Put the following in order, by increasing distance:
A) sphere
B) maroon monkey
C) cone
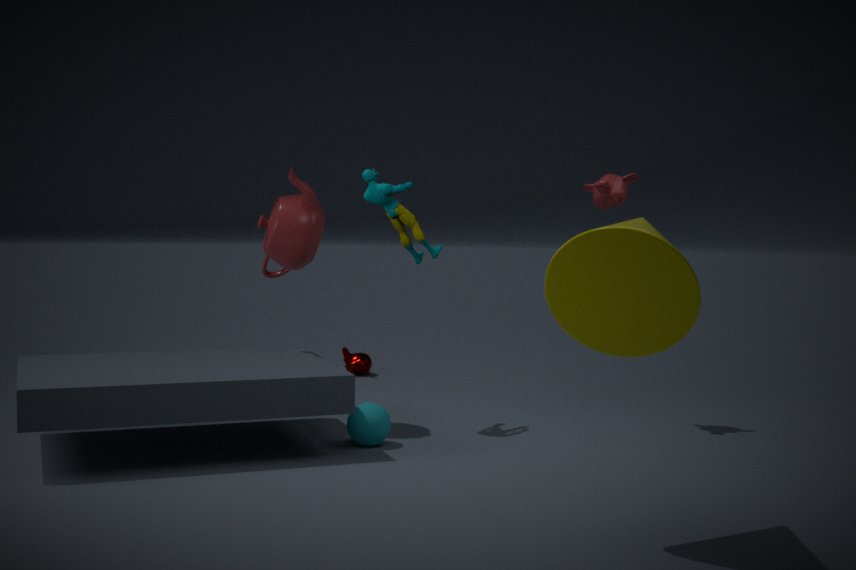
cone → sphere → maroon monkey
